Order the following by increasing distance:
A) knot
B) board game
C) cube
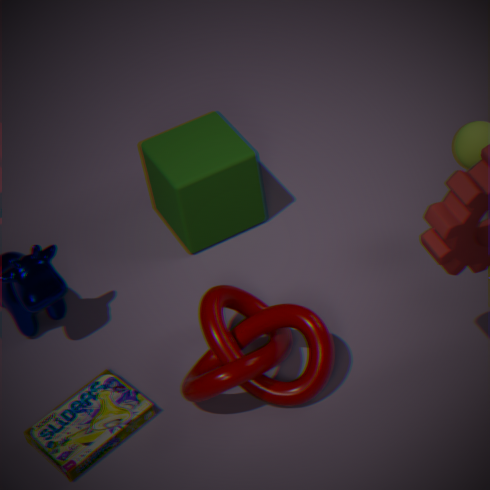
knot, board game, cube
